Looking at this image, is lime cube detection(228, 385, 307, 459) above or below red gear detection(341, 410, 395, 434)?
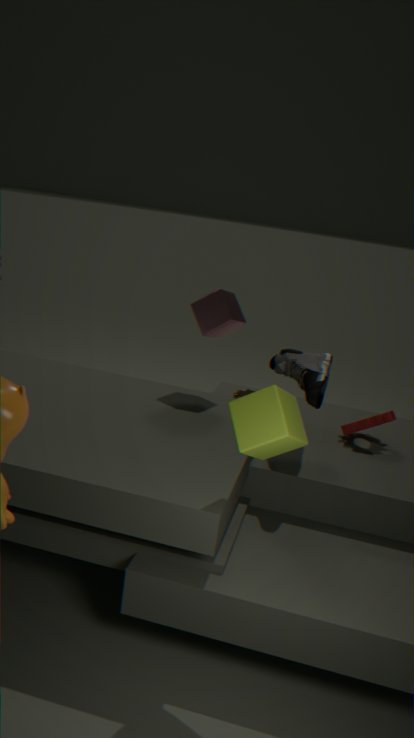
above
